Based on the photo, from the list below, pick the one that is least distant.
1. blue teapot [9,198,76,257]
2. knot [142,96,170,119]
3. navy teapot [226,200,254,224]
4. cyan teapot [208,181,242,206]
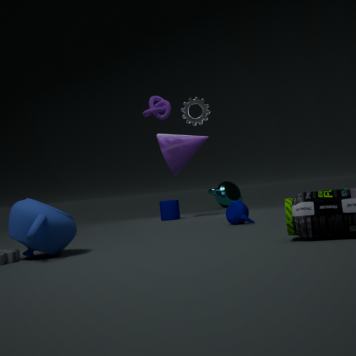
blue teapot [9,198,76,257]
